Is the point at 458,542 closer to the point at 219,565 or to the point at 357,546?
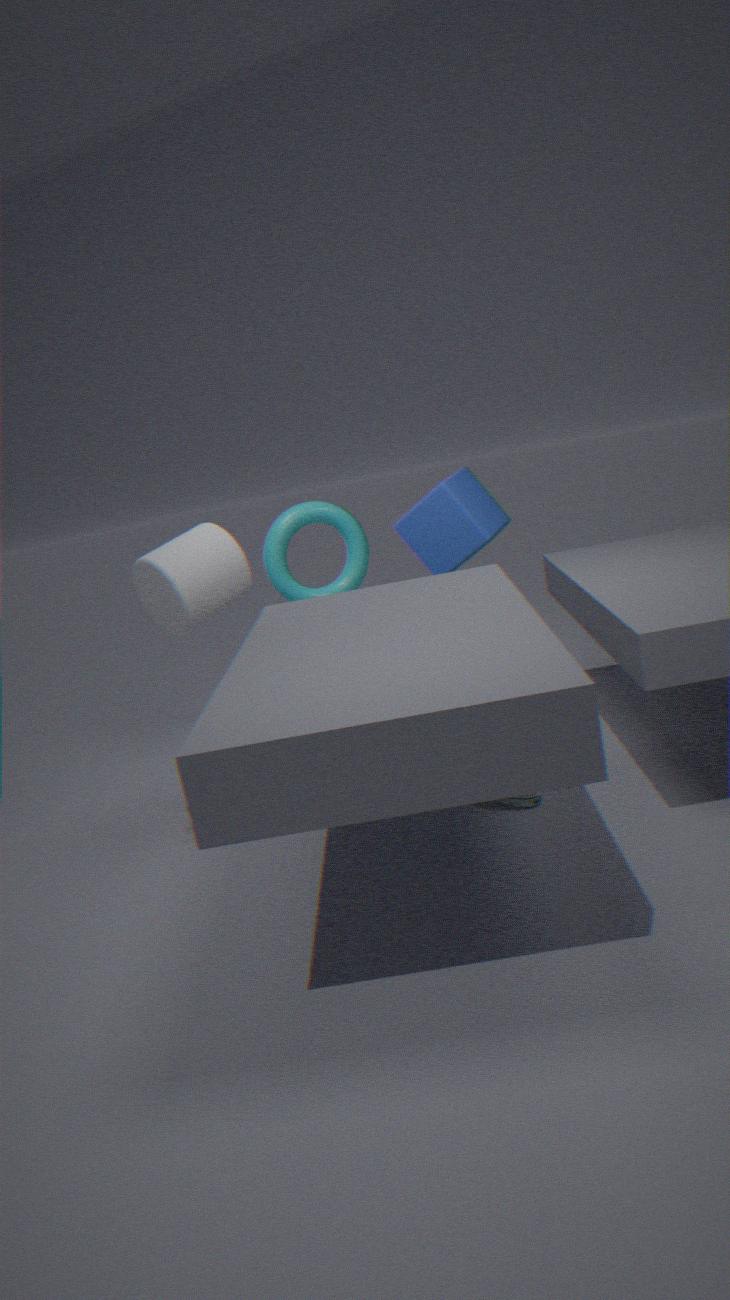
the point at 357,546
